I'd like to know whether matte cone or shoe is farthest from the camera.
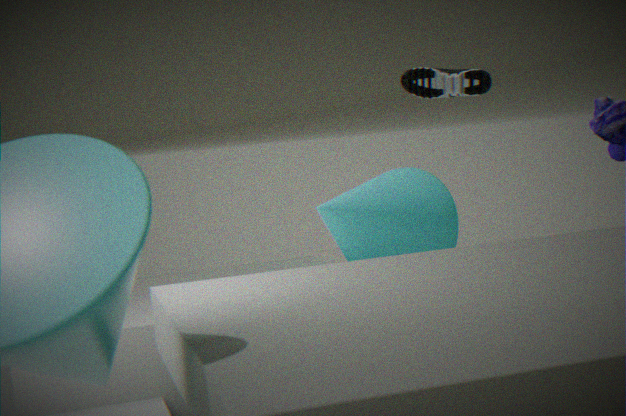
matte cone
